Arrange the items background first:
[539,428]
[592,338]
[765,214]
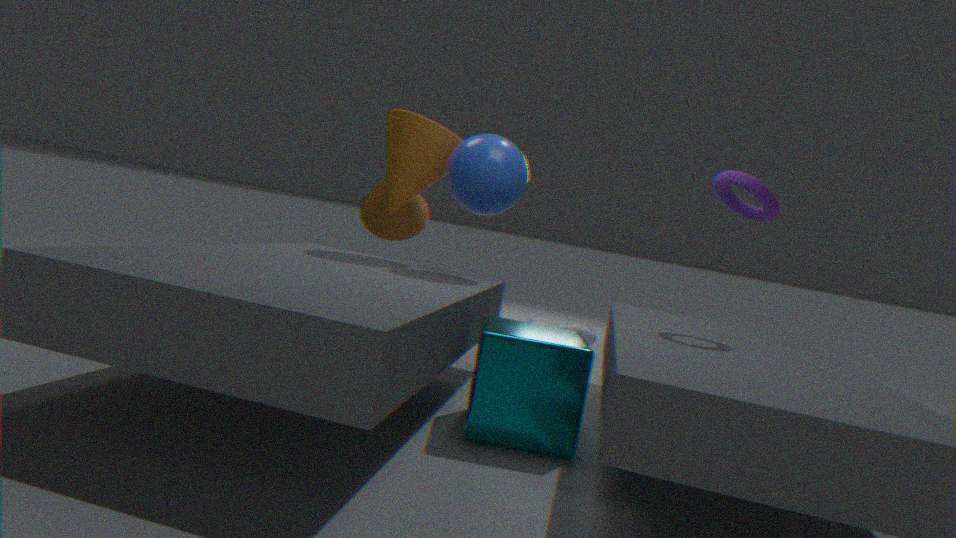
[592,338], [765,214], [539,428]
